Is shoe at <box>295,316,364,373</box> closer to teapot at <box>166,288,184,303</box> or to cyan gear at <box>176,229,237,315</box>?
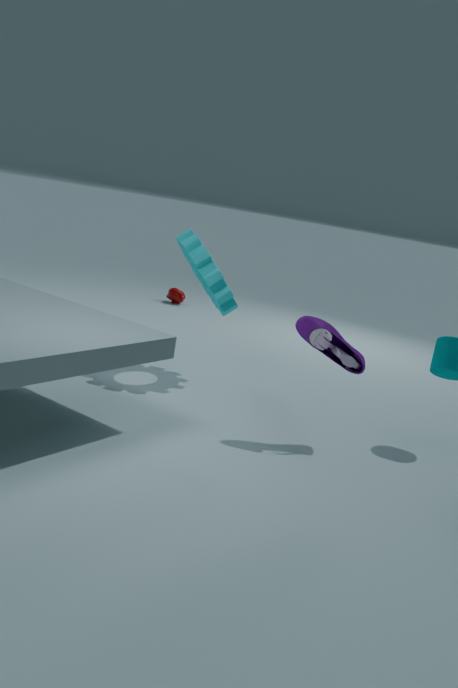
cyan gear at <box>176,229,237,315</box>
